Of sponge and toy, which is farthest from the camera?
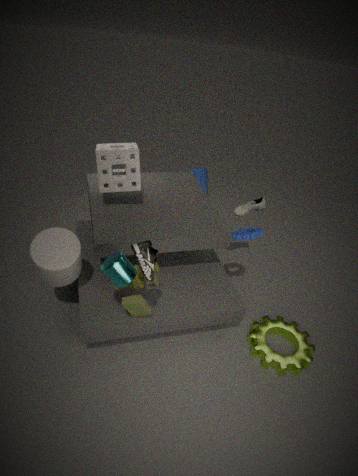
sponge
